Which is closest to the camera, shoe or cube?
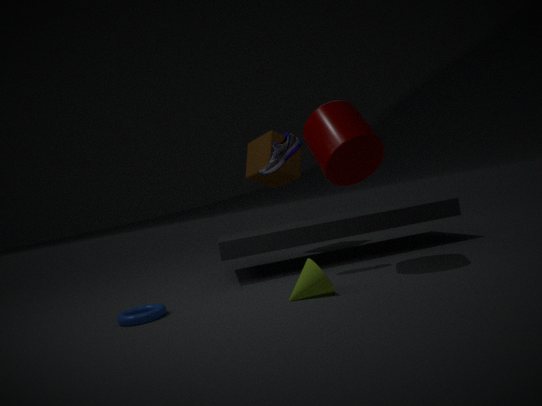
shoe
